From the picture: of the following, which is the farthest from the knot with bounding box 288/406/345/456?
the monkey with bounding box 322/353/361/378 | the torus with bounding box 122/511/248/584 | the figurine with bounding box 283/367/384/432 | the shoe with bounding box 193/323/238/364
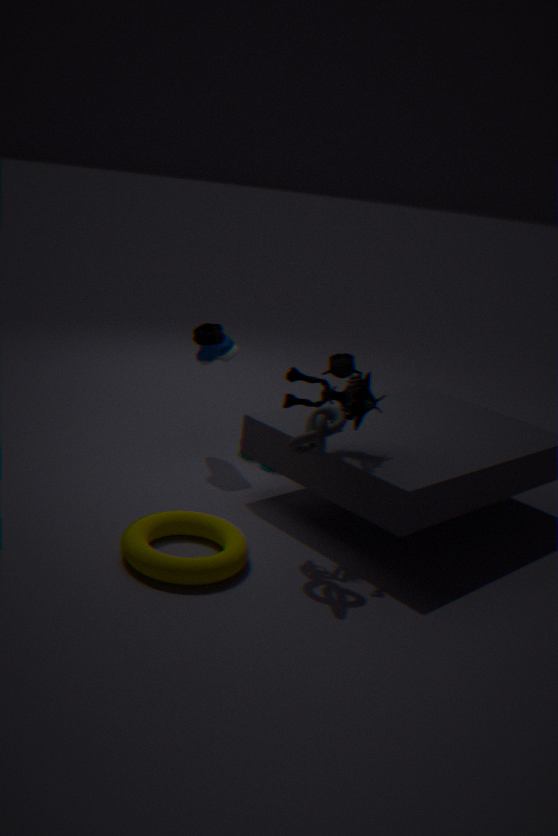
the monkey with bounding box 322/353/361/378
